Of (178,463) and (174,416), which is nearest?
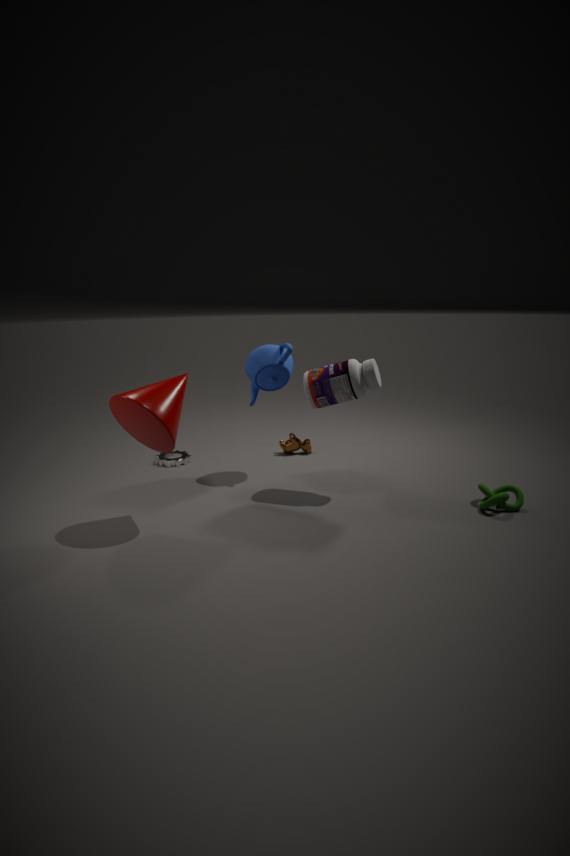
(174,416)
